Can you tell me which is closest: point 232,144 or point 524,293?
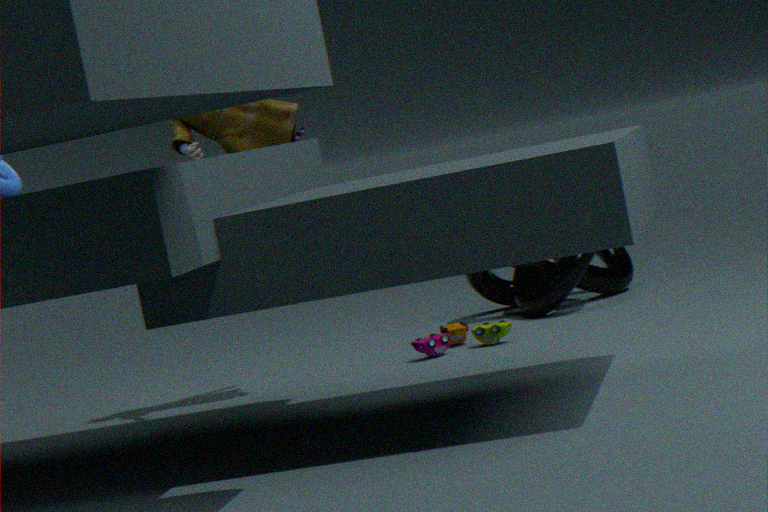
point 232,144
